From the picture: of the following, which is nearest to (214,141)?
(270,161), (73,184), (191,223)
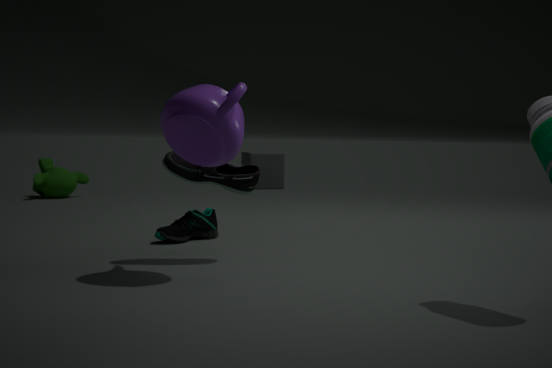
(191,223)
